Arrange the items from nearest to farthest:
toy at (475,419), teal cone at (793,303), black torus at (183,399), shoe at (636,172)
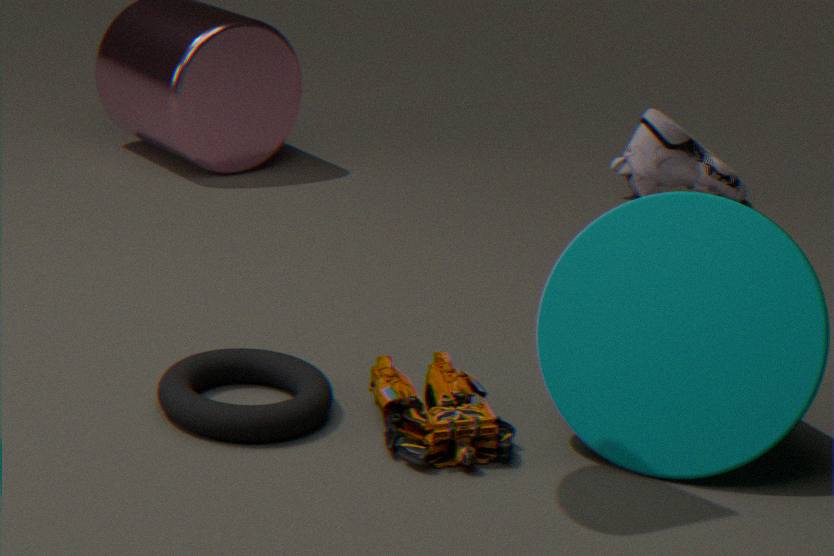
toy at (475,419), teal cone at (793,303), black torus at (183,399), shoe at (636,172)
